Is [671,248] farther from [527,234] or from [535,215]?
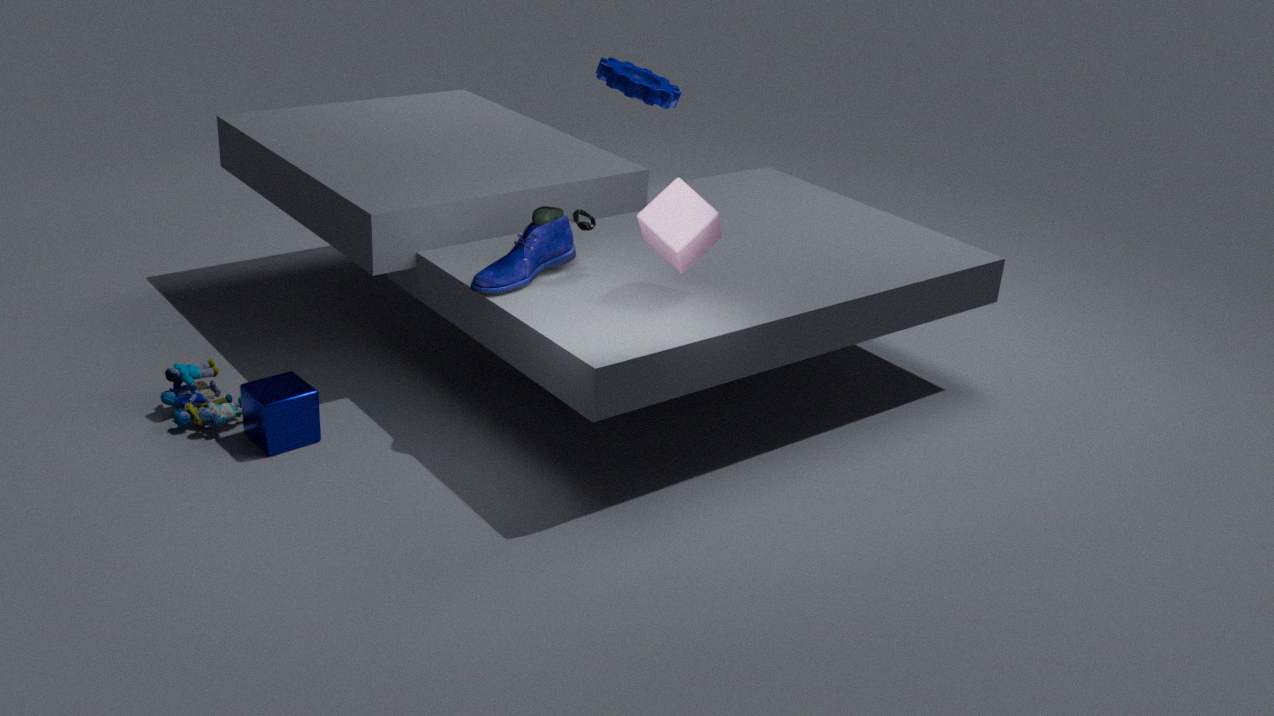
[527,234]
